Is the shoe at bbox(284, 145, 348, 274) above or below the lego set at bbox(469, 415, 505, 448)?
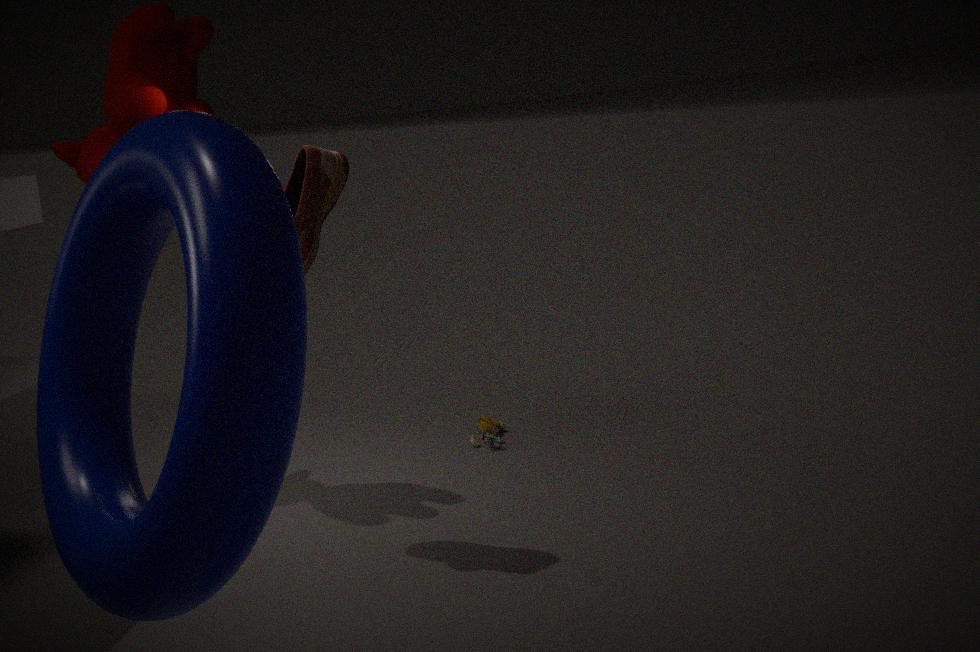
above
